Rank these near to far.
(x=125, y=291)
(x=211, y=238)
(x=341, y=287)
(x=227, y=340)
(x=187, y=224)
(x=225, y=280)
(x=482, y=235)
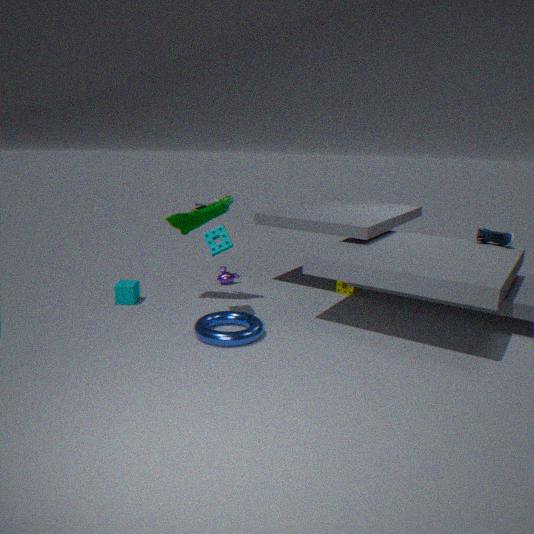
(x=227, y=340)
(x=211, y=238)
(x=125, y=291)
(x=187, y=224)
(x=482, y=235)
(x=341, y=287)
(x=225, y=280)
